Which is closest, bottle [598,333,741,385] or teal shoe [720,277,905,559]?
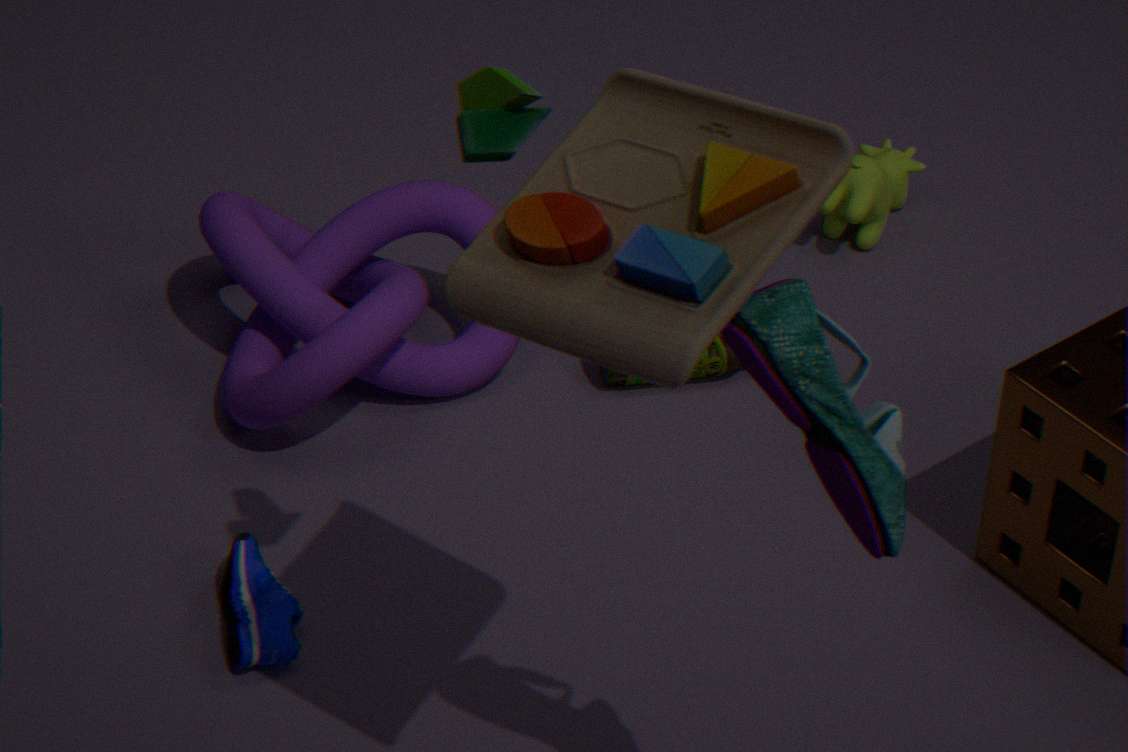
teal shoe [720,277,905,559]
